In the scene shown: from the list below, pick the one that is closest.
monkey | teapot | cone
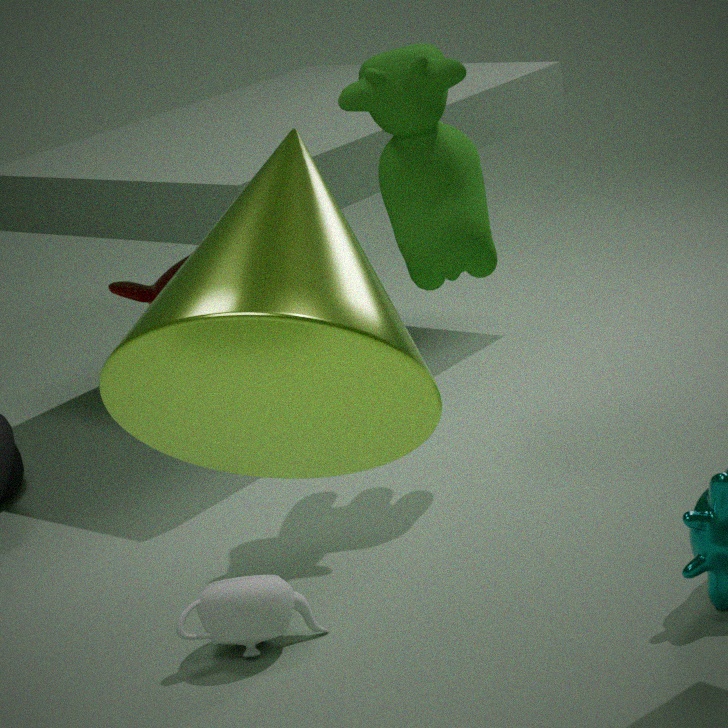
cone
